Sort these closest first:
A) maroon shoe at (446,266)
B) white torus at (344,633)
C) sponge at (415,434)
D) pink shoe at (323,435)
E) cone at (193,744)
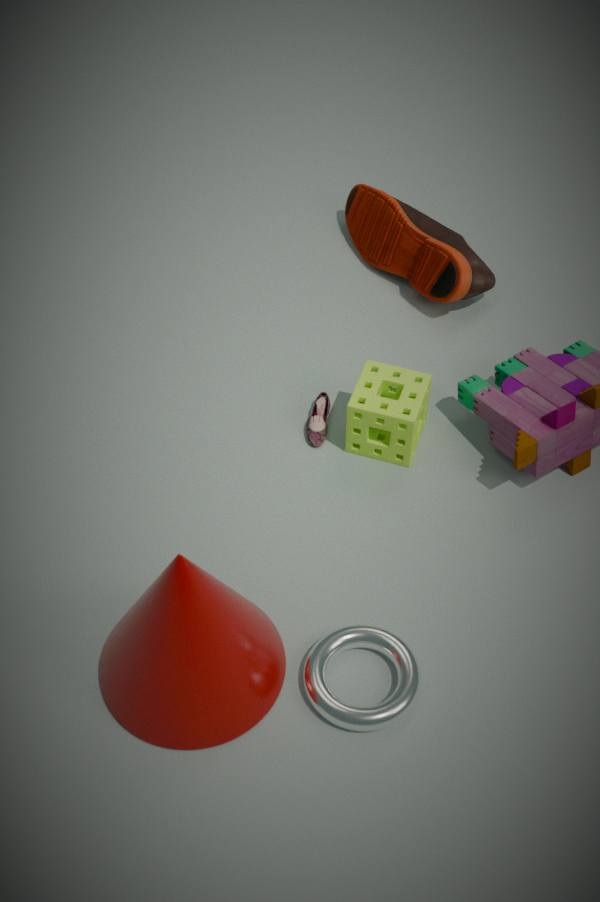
cone at (193,744), white torus at (344,633), sponge at (415,434), pink shoe at (323,435), maroon shoe at (446,266)
